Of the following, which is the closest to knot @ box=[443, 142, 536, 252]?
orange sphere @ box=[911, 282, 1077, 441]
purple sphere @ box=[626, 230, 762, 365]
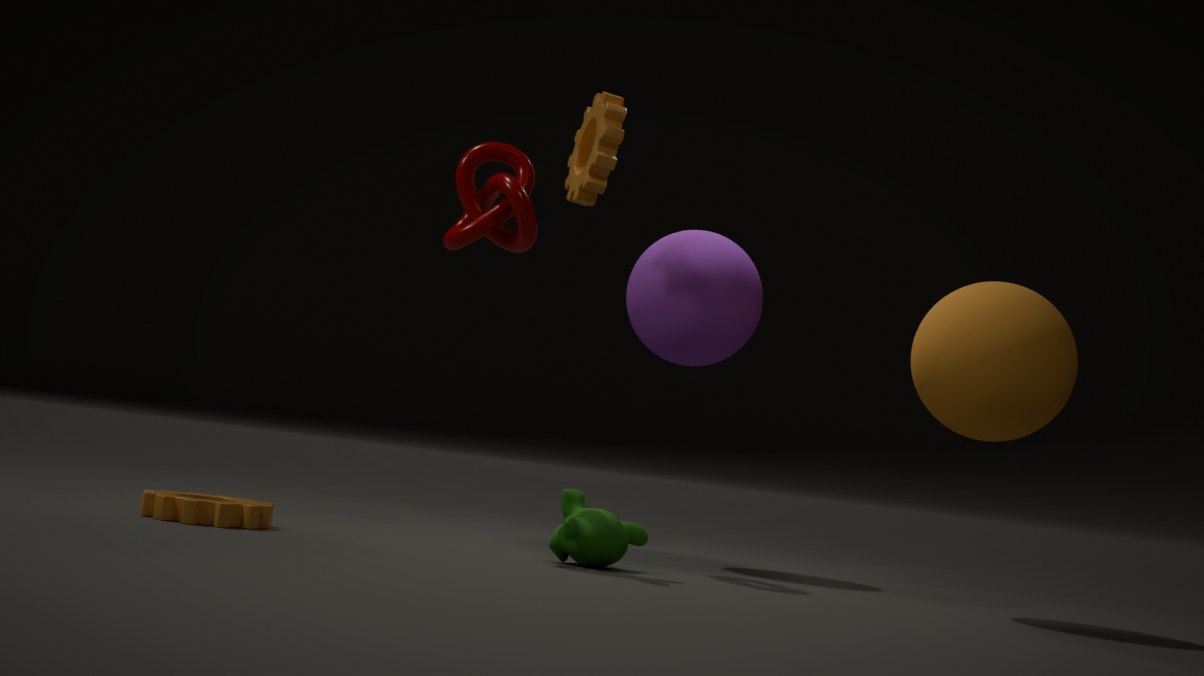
purple sphere @ box=[626, 230, 762, 365]
